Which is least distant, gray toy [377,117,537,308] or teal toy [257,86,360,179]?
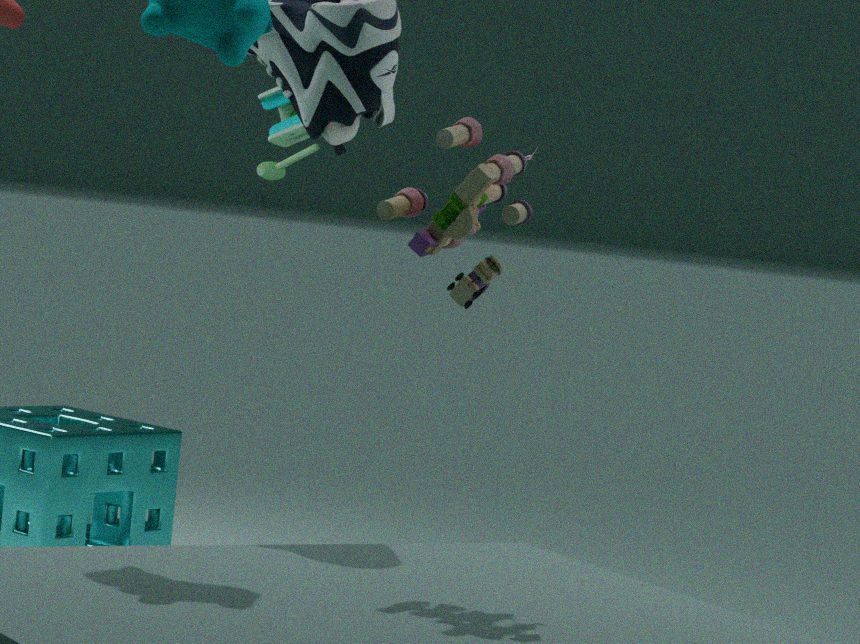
gray toy [377,117,537,308]
